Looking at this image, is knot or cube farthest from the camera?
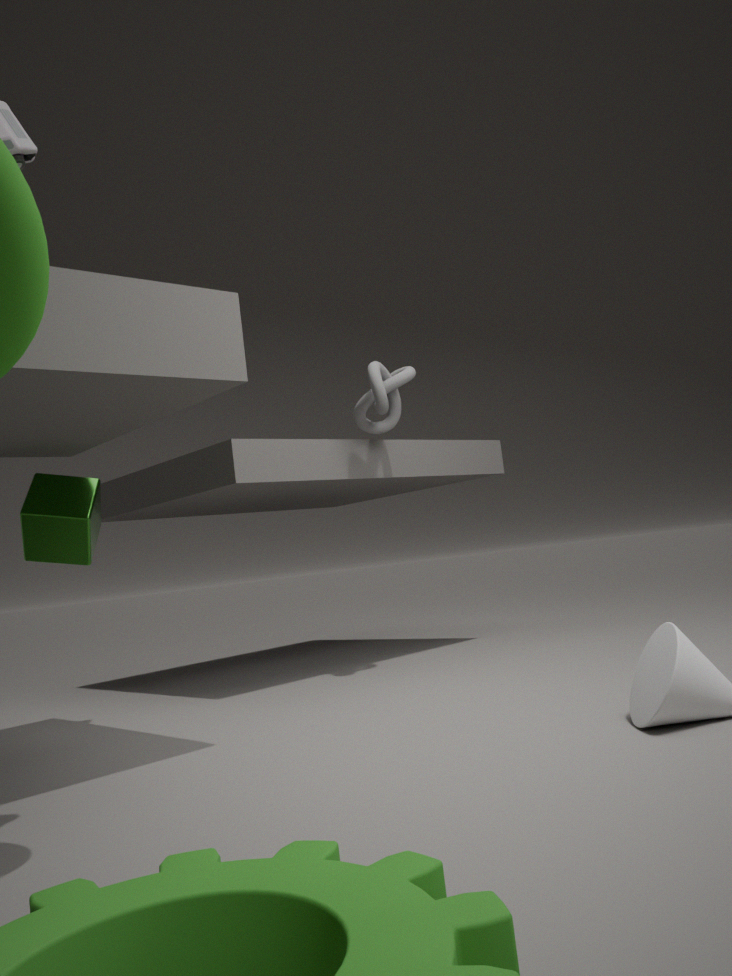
knot
